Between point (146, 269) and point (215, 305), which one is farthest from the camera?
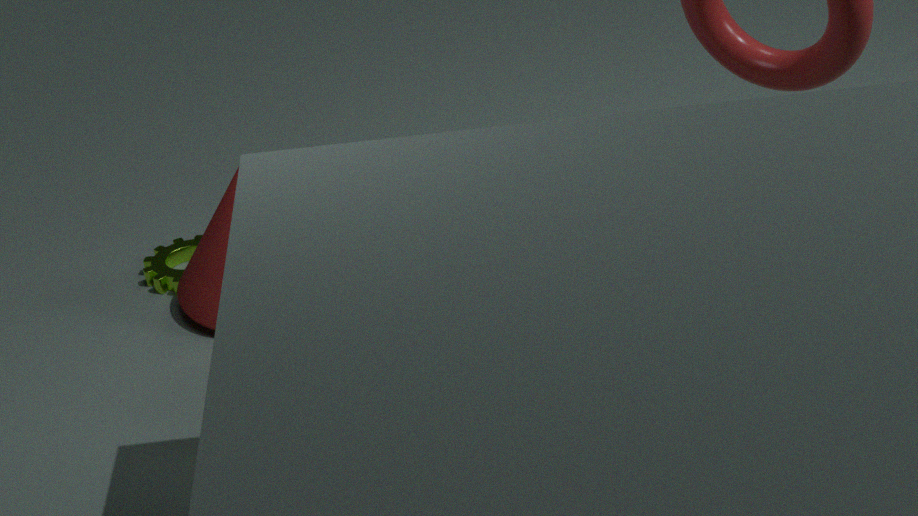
point (146, 269)
